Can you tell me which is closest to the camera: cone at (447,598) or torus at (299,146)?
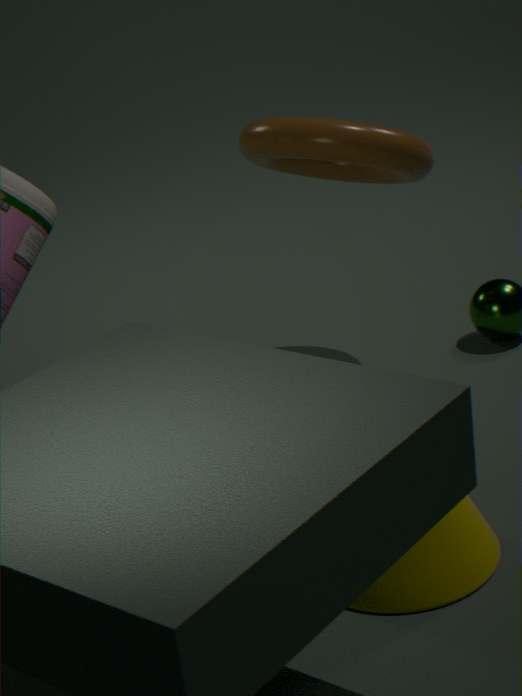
cone at (447,598)
